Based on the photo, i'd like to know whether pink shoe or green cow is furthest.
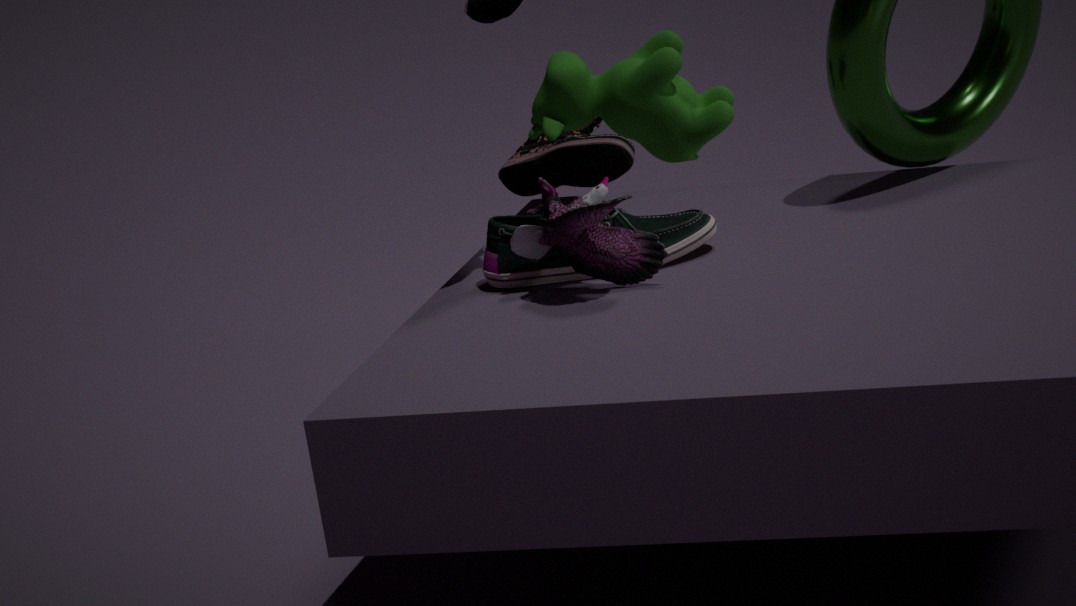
pink shoe
